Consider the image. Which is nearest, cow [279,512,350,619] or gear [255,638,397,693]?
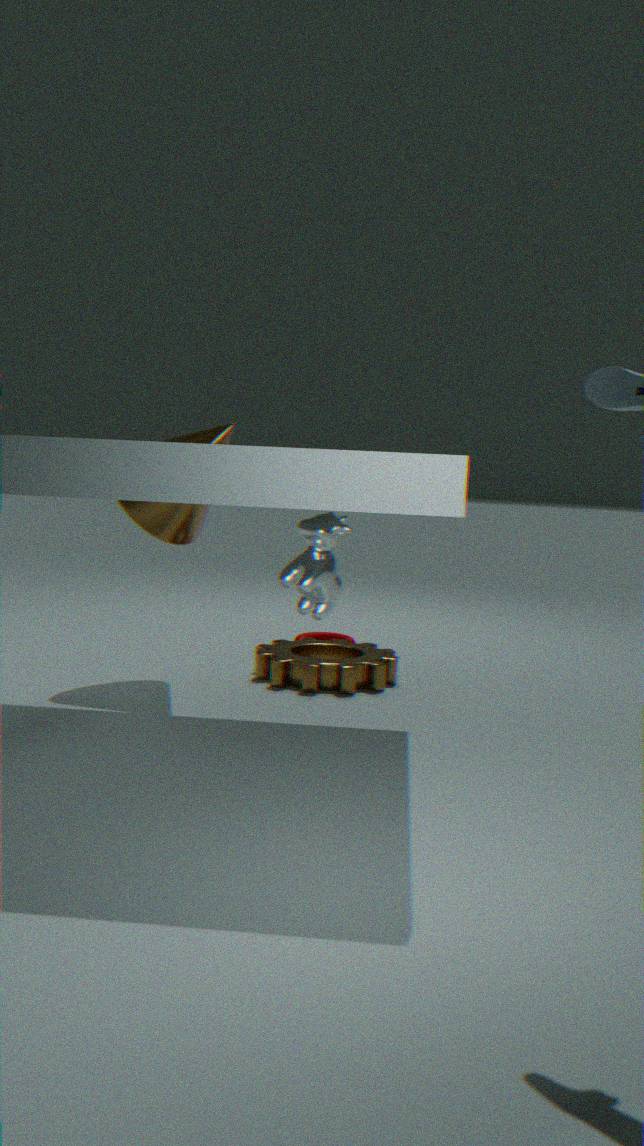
cow [279,512,350,619]
